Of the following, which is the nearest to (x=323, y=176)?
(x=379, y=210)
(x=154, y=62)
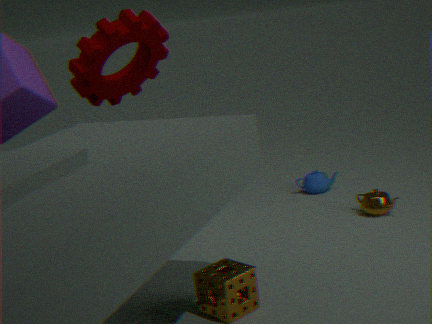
(x=379, y=210)
